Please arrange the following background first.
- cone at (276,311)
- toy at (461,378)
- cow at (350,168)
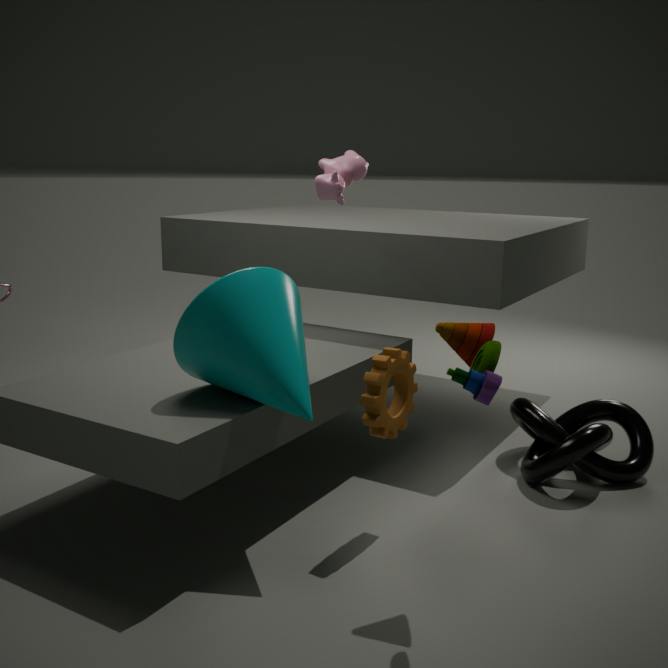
cow at (350,168) < cone at (276,311) < toy at (461,378)
